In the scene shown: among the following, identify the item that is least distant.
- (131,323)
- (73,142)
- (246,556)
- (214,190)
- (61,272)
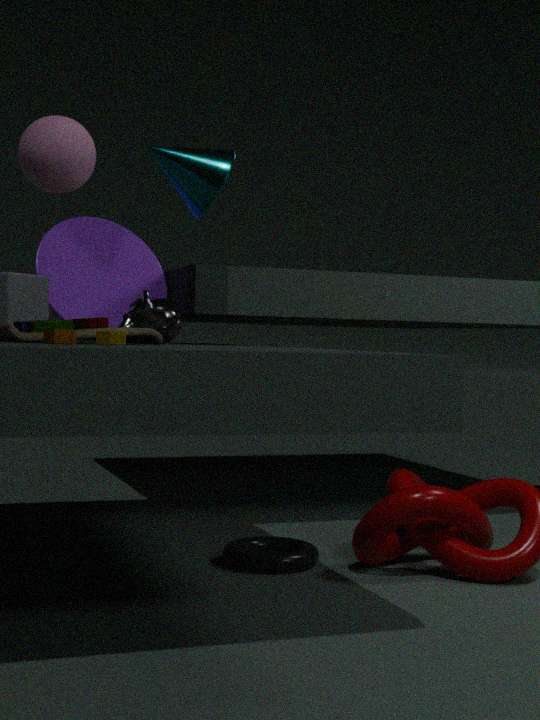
(73,142)
